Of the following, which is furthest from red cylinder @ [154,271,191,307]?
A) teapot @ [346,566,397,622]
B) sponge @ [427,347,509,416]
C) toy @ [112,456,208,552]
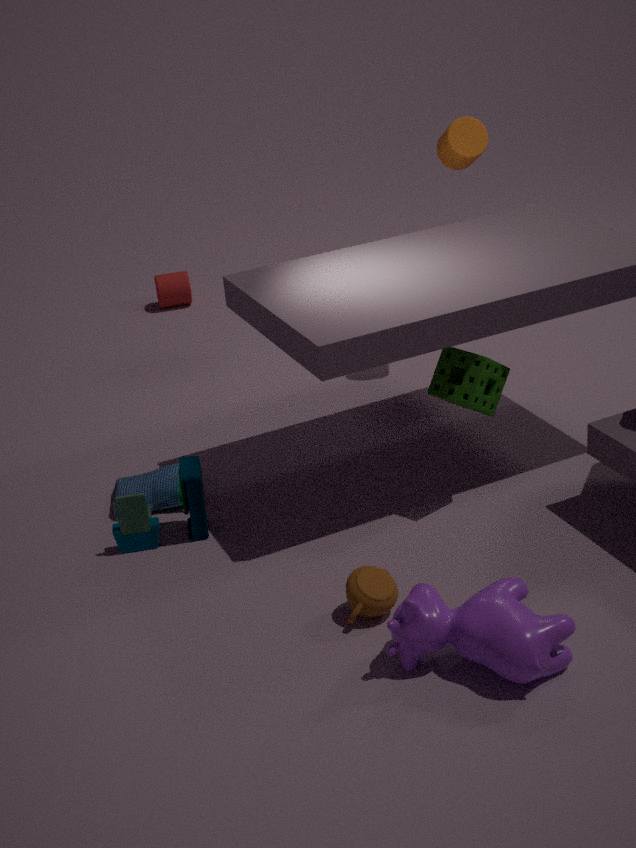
teapot @ [346,566,397,622]
